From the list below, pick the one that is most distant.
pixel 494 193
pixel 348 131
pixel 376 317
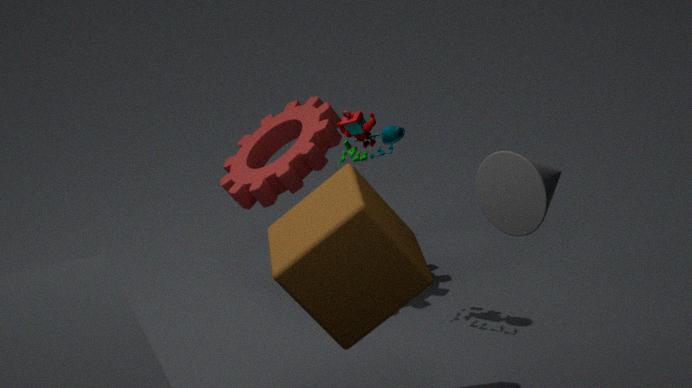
pixel 348 131
